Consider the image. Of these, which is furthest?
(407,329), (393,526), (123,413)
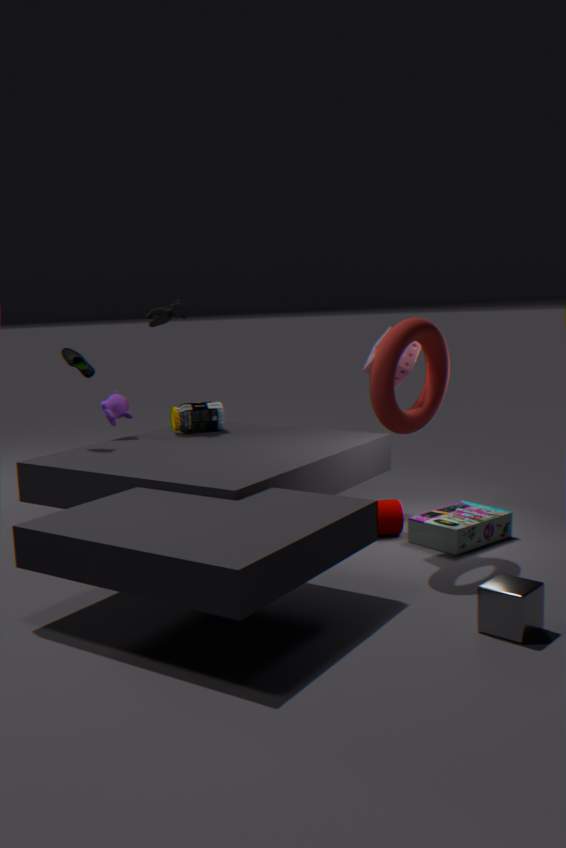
(123,413)
